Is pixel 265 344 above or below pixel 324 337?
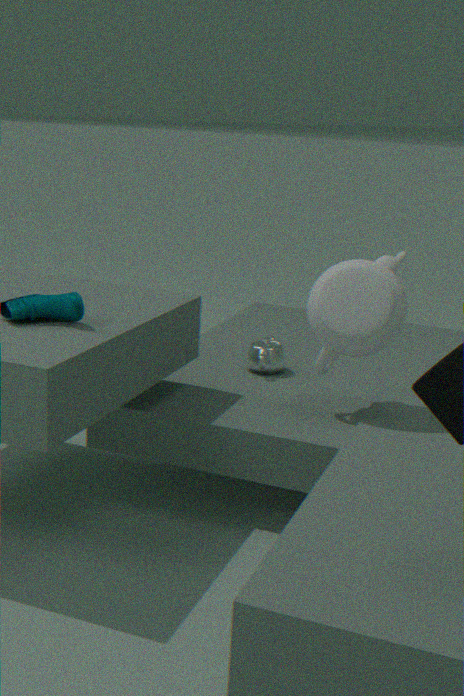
below
